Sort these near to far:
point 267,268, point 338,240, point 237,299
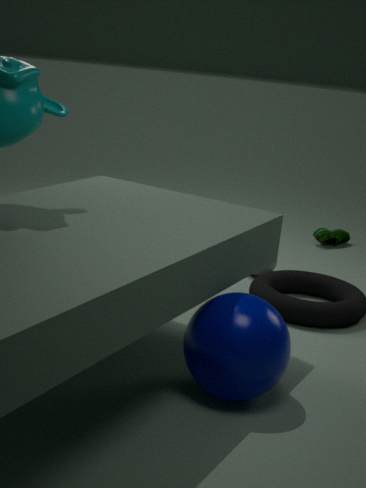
1. point 237,299
2. point 267,268
3. point 338,240
